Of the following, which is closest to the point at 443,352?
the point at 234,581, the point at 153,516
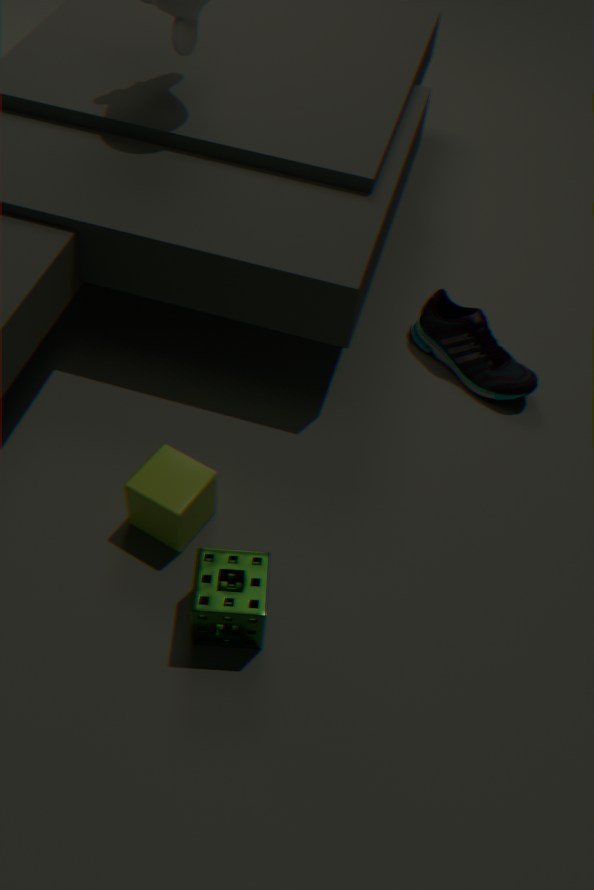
the point at 153,516
